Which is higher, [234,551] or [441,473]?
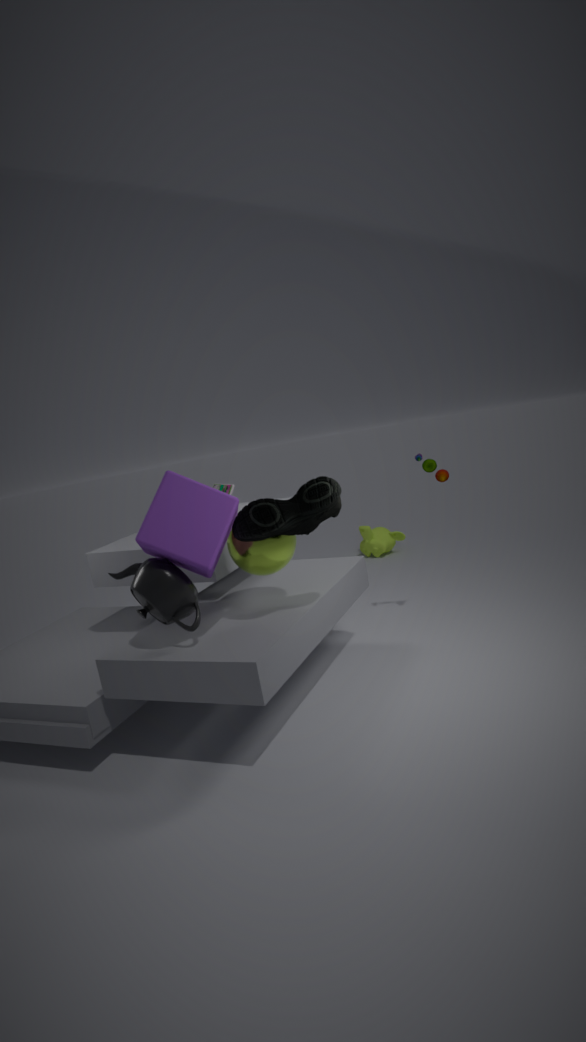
[441,473]
